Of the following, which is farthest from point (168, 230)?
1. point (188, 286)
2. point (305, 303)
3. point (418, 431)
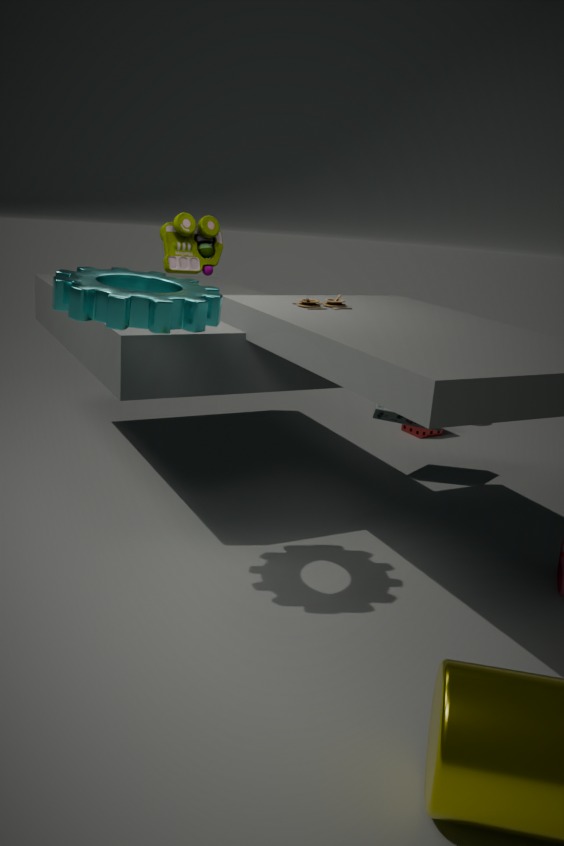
point (418, 431)
